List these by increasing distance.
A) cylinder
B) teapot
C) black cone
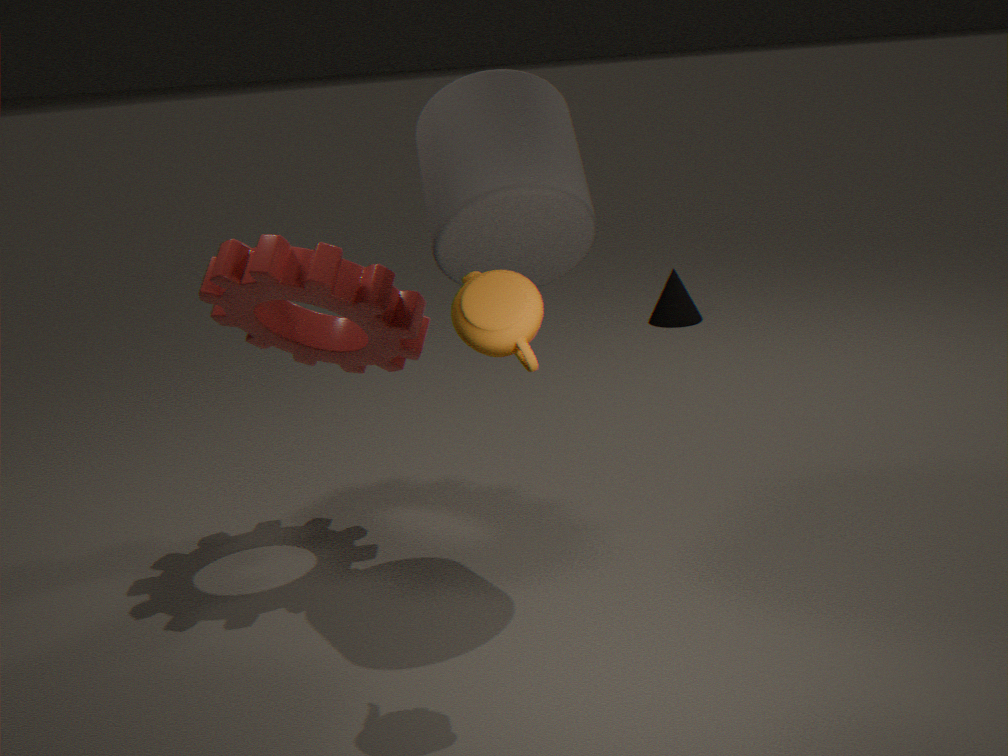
teapot < cylinder < black cone
